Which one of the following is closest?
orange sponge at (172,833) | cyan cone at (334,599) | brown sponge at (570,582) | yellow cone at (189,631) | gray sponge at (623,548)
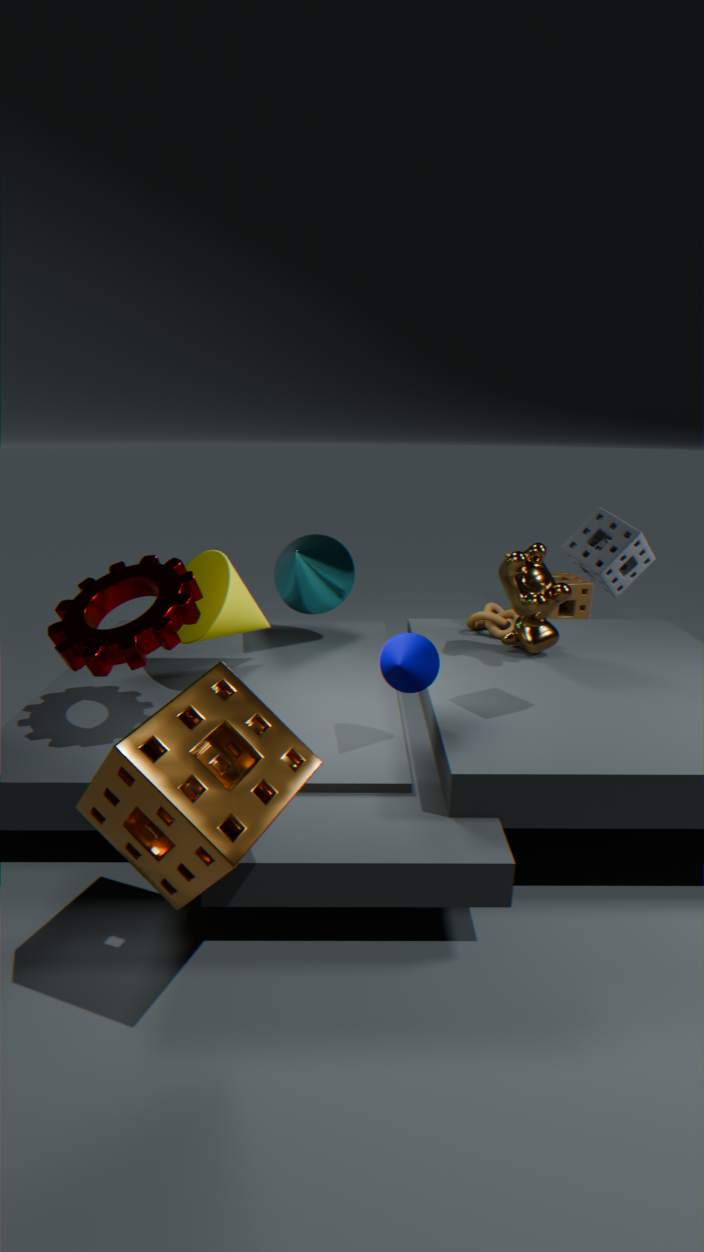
orange sponge at (172,833)
